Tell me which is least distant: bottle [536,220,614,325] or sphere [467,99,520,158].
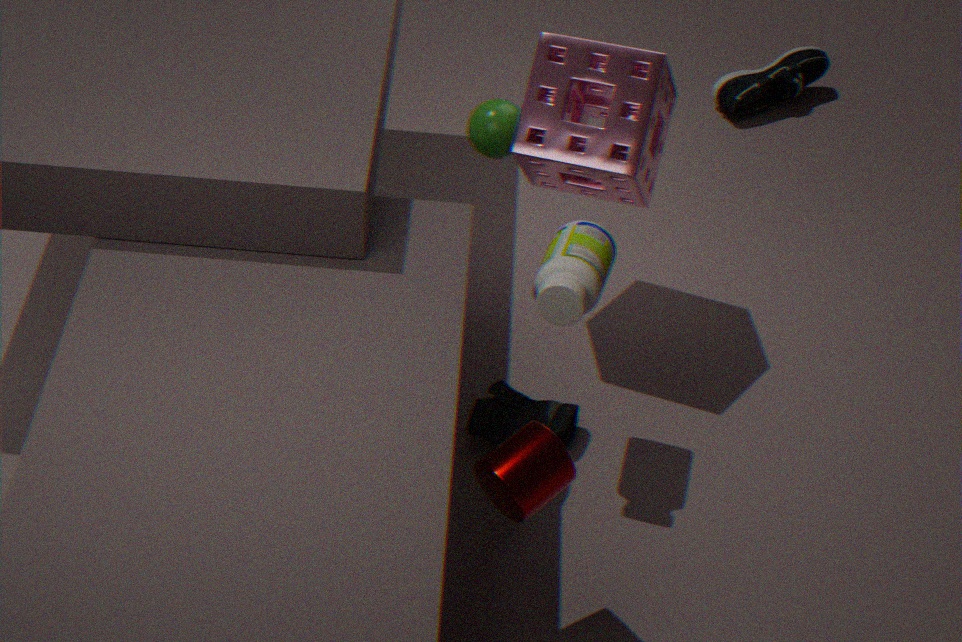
bottle [536,220,614,325]
